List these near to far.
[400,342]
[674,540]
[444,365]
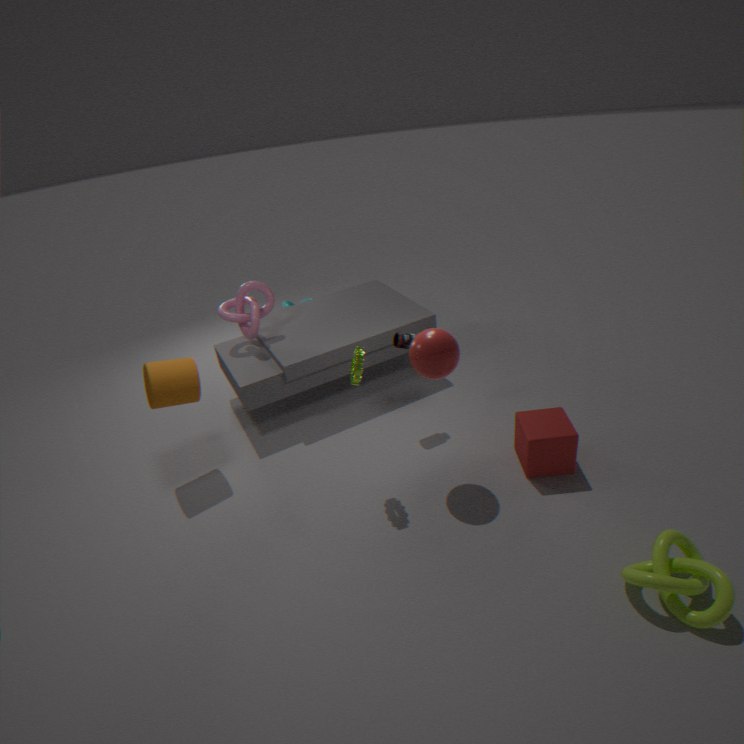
[674,540] → [444,365] → [400,342]
